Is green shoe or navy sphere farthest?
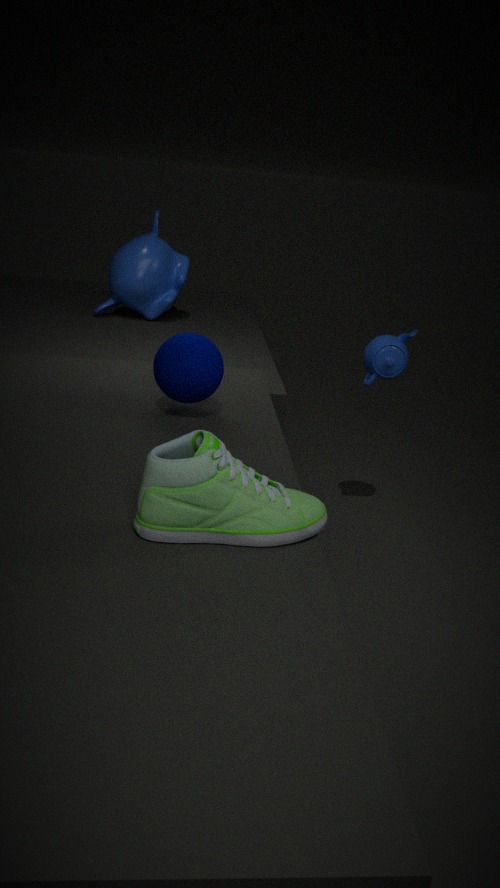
navy sphere
